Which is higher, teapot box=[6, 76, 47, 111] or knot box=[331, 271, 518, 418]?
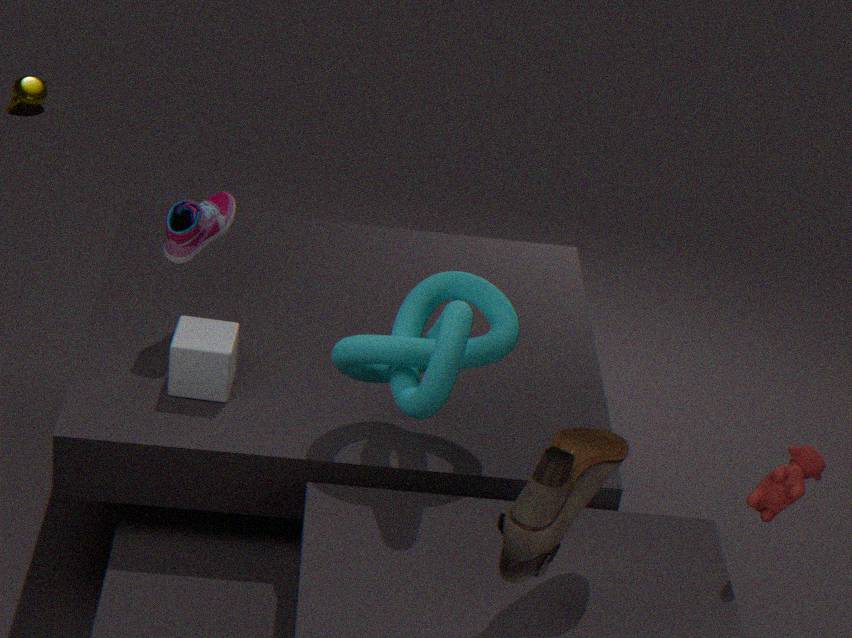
knot box=[331, 271, 518, 418]
